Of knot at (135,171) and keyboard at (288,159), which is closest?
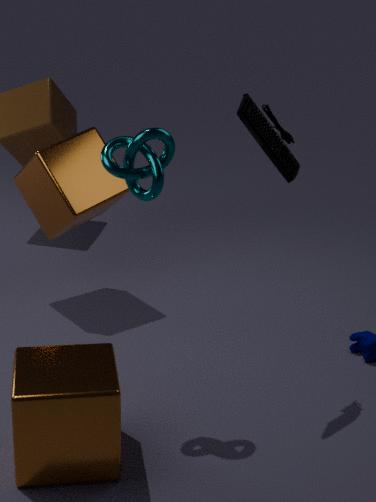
knot at (135,171)
